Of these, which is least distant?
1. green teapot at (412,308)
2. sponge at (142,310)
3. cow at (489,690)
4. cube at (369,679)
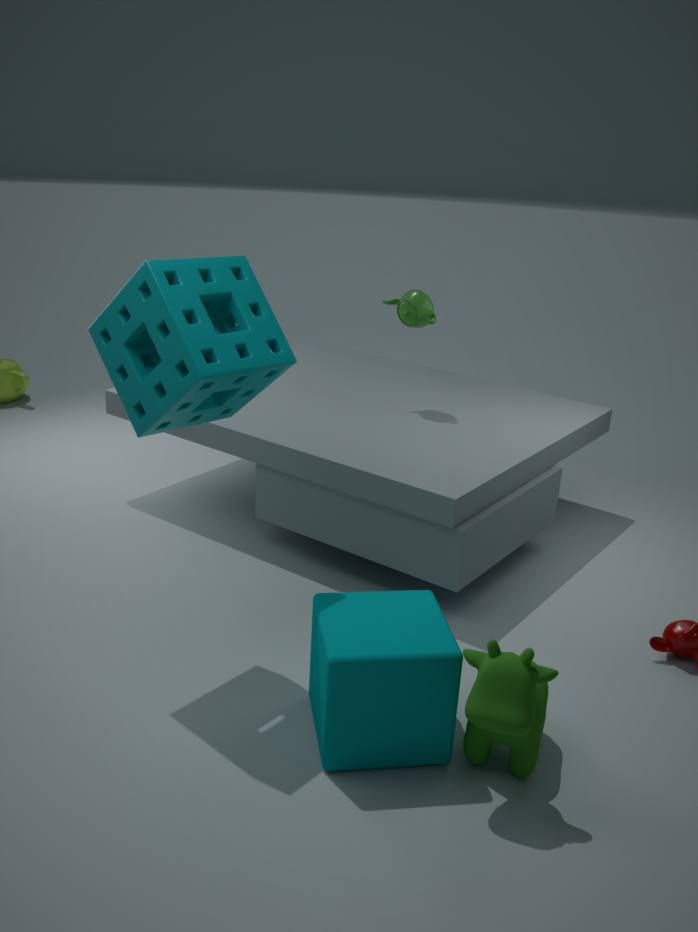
cow at (489,690)
